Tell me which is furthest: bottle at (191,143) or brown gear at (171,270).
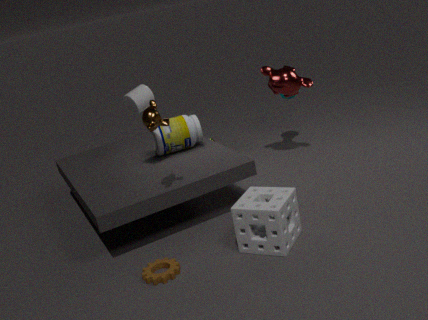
bottle at (191,143)
